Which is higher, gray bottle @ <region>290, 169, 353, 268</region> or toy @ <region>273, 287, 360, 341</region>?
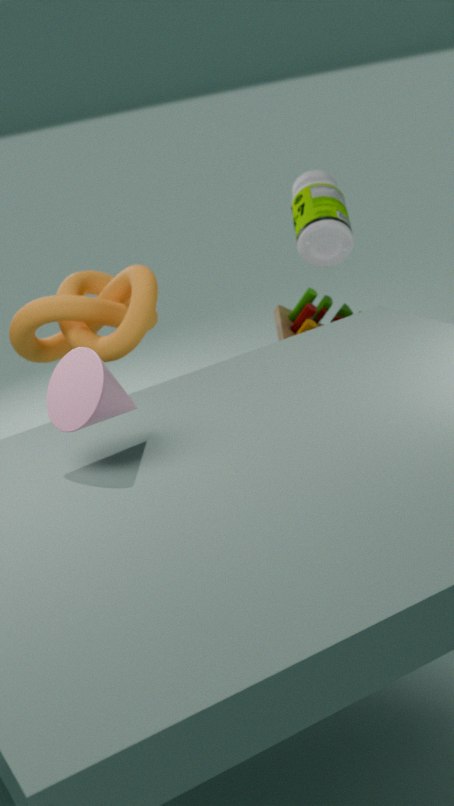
gray bottle @ <region>290, 169, 353, 268</region>
